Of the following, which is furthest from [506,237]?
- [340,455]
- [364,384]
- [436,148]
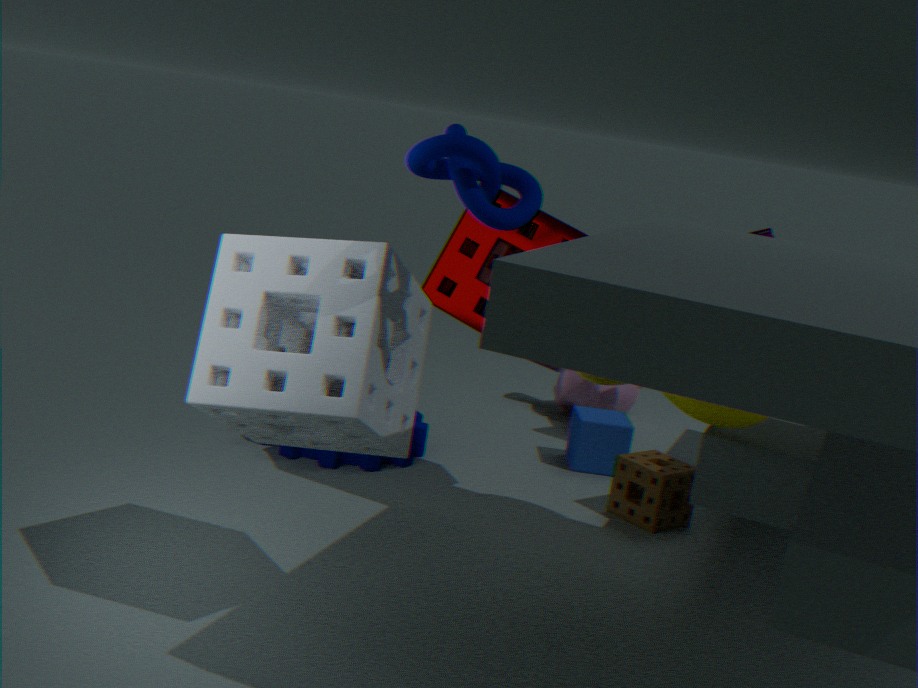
[436,148]
